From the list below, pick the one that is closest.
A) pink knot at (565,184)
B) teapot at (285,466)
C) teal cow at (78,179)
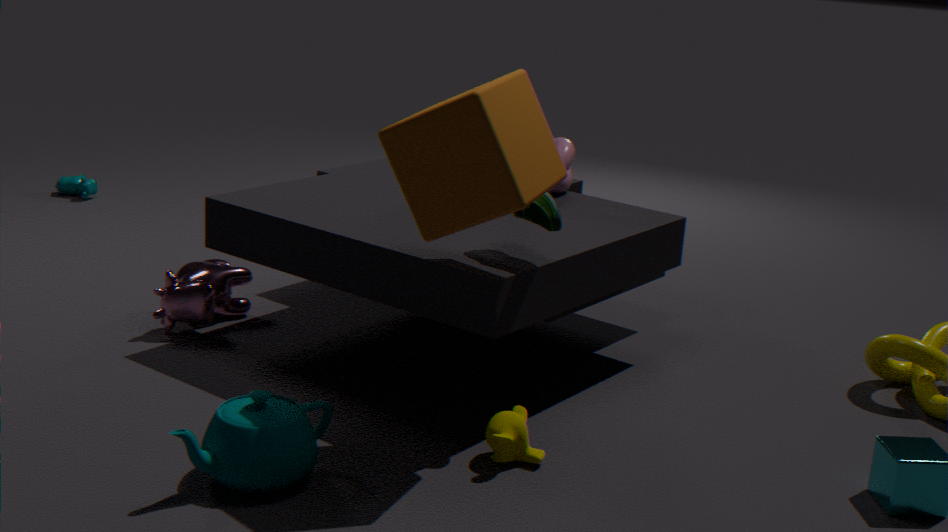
teapot at (285,466)
